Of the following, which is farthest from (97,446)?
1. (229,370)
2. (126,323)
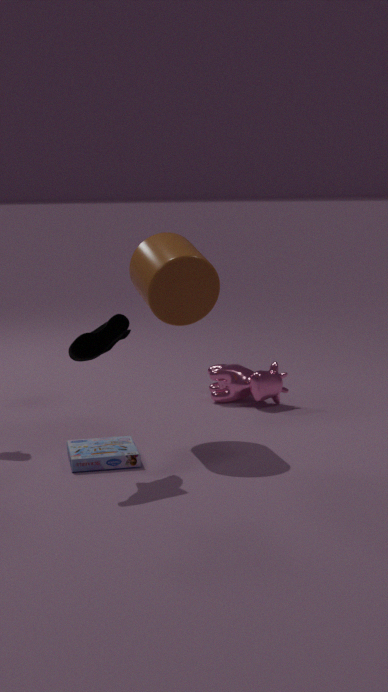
(229,370)
